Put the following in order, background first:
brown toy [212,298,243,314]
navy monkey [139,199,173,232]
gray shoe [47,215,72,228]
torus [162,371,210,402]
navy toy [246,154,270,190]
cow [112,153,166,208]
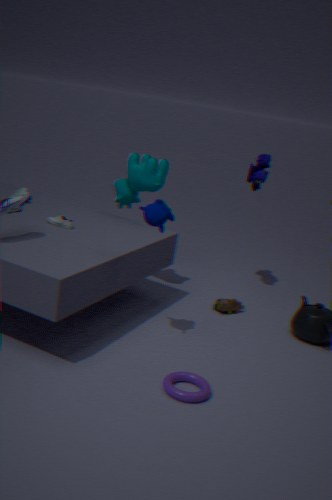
navy toy [246,154,270,190], brown toy [212,298,243,314], cow [112,153,166,208], gray shoe [47,215,72,228], navy monkey [139,199,173,232], torus [162,371,210,402]
